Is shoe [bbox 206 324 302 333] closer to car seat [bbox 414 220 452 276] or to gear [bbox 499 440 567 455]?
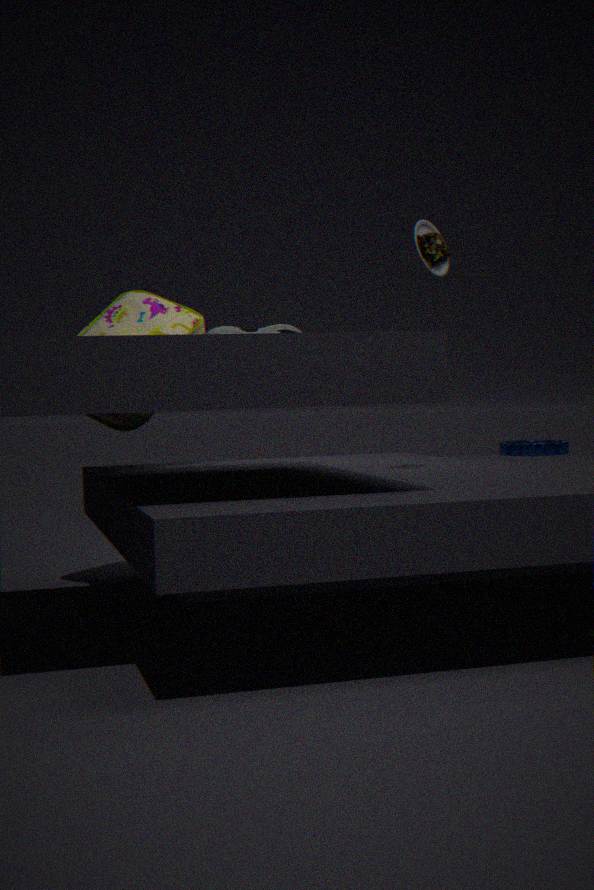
gear [bbox 499 440 567 455]
